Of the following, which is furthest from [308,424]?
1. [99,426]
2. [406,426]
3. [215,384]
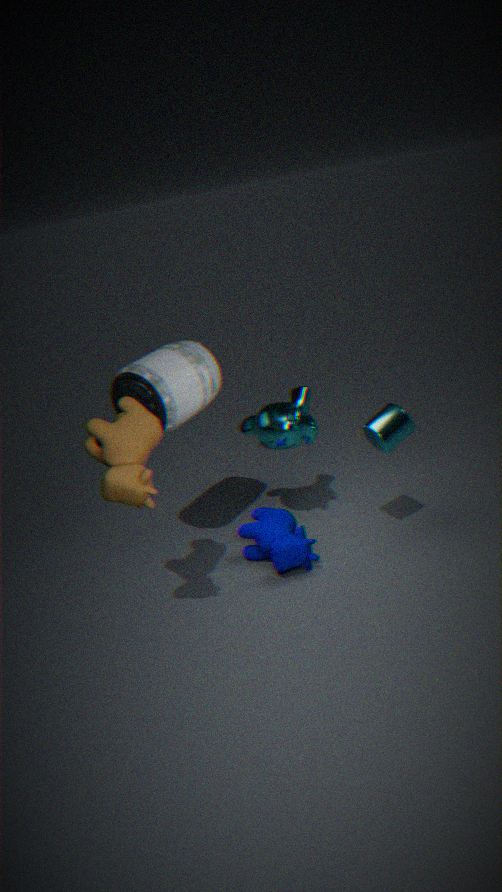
[99,426]
